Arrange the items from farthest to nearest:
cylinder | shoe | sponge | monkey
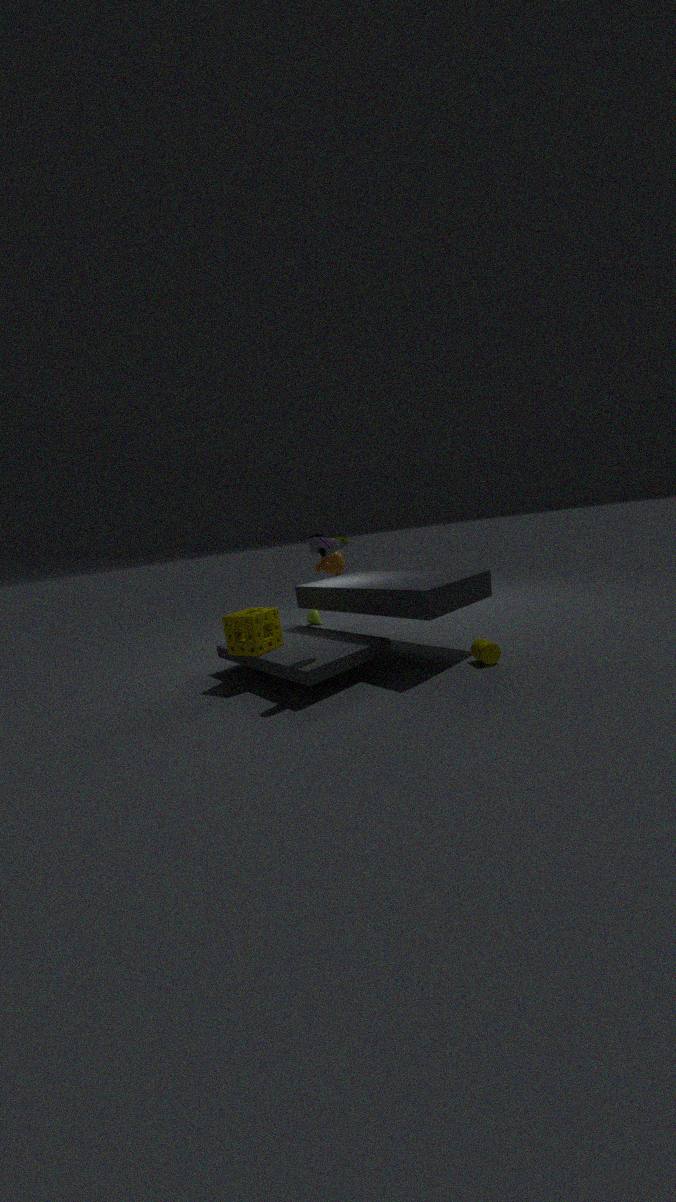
1. monkey
2. sponge
3. cylinder
4. shoe
